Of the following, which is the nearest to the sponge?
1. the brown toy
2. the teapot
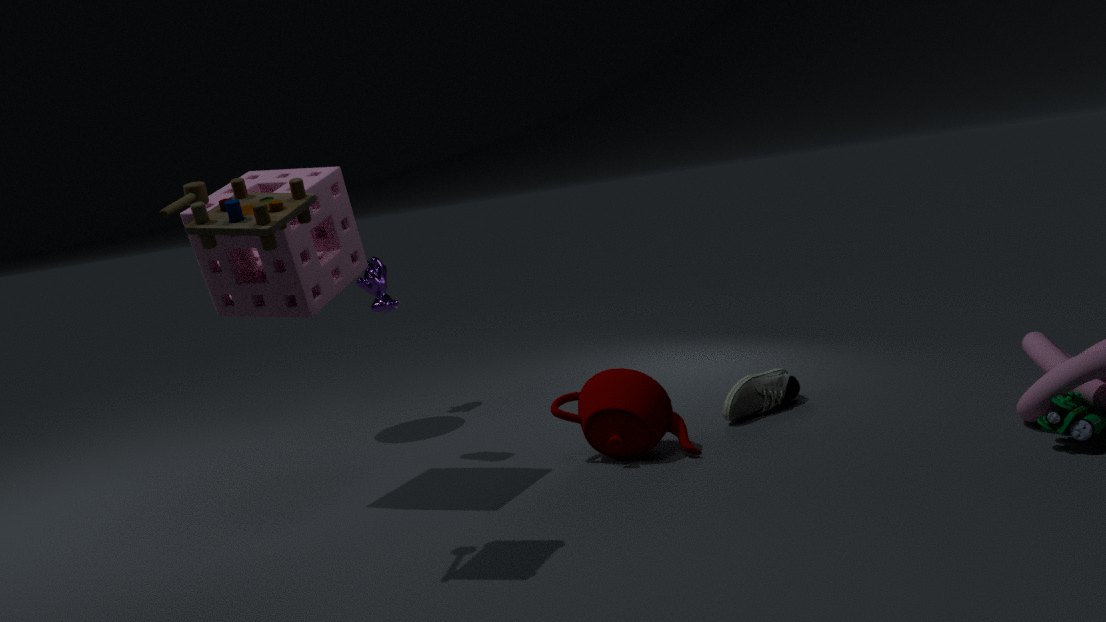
the brown toy
